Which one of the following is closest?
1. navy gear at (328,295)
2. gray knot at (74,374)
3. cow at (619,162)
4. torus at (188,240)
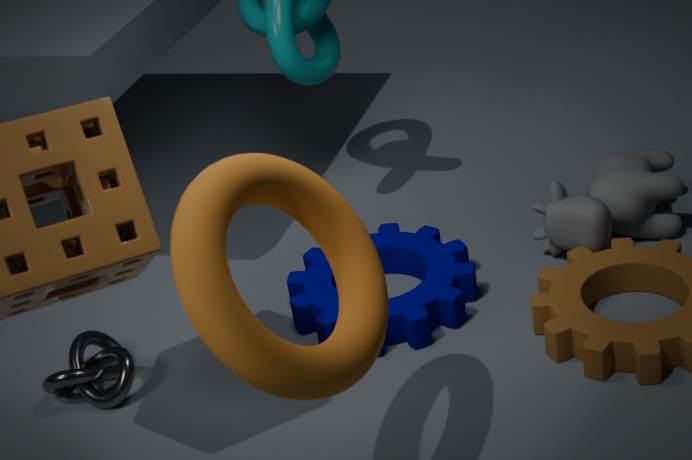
torus at (188,240)
